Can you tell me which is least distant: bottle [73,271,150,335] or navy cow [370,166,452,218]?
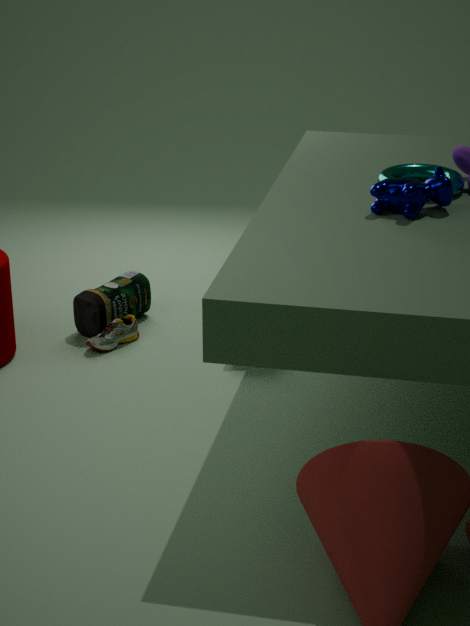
navy cow [370,166,452,218]
